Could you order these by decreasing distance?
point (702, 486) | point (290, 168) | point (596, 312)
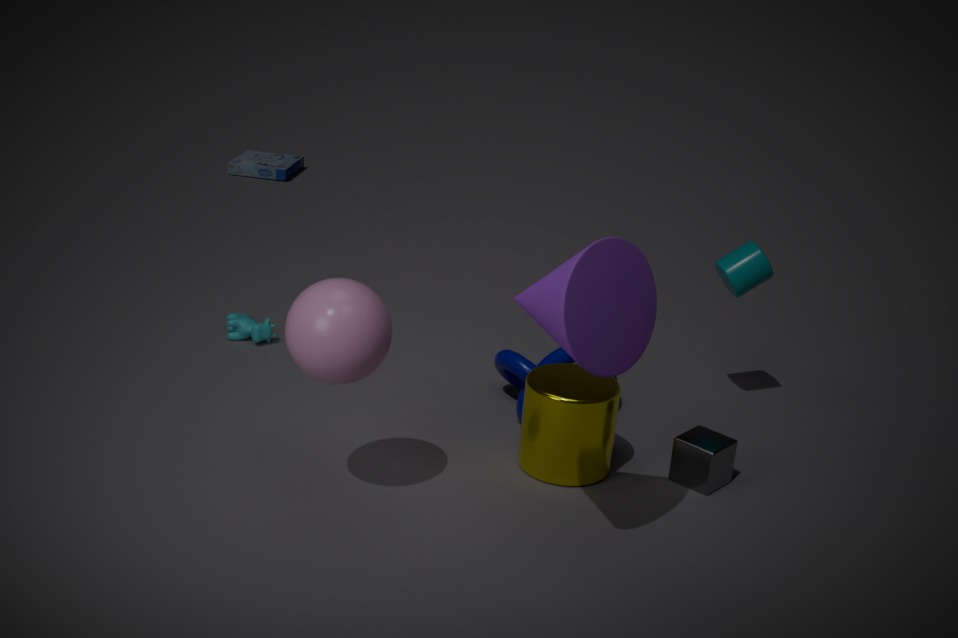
point (290, 168), point (702, 486), point (596, 312)
